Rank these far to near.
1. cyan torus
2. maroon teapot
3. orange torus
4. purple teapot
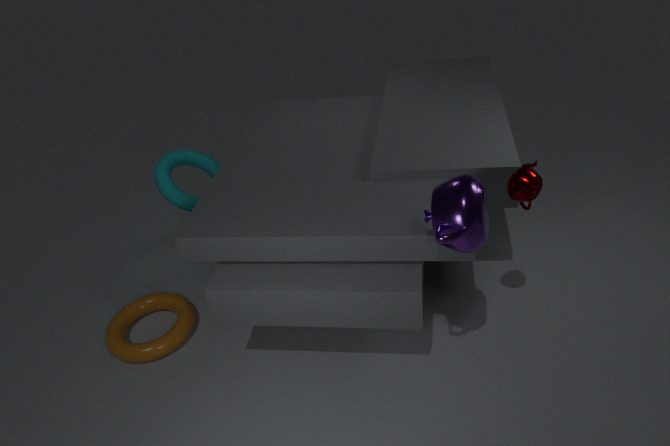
cyan torus → orange torus → maroon teapot → purple teapot
